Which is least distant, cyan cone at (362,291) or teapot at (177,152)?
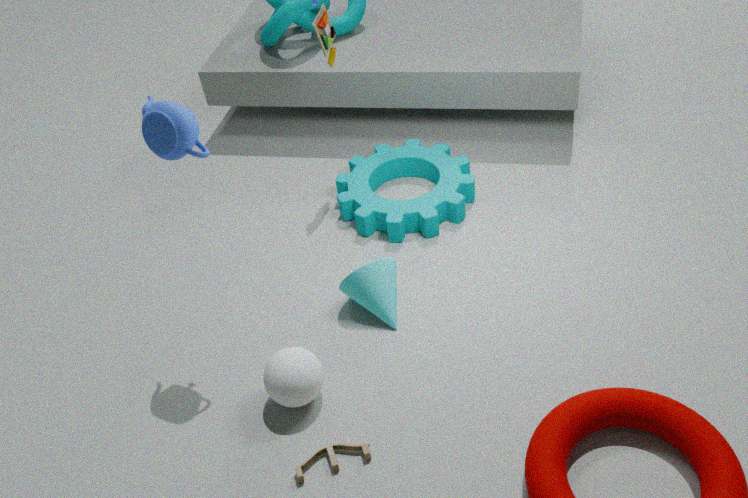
teapot at (177,152)
